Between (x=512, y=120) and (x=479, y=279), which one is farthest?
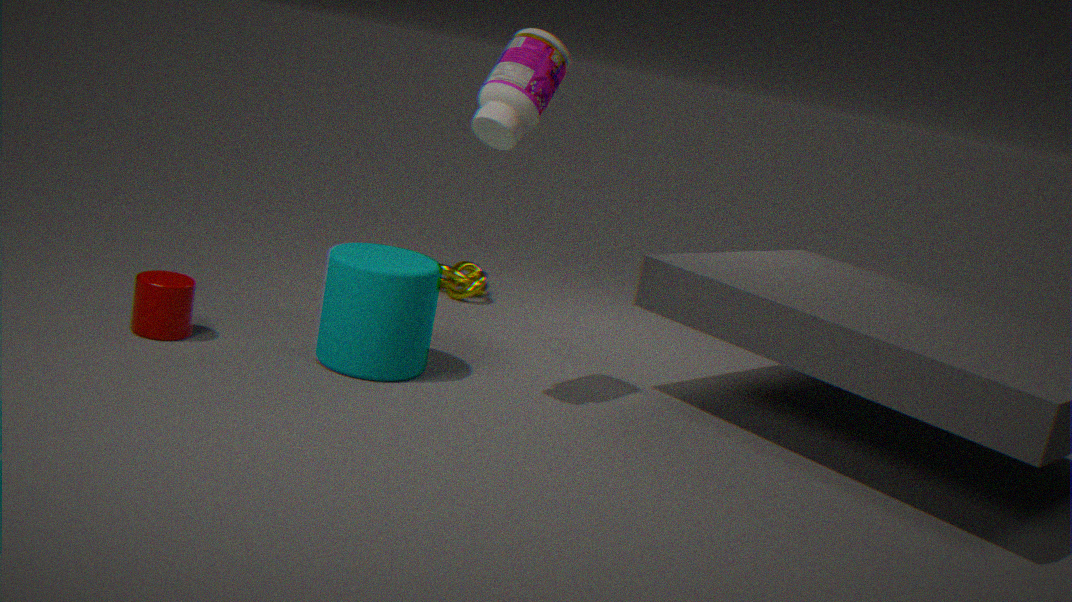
(x=479, y=279)
